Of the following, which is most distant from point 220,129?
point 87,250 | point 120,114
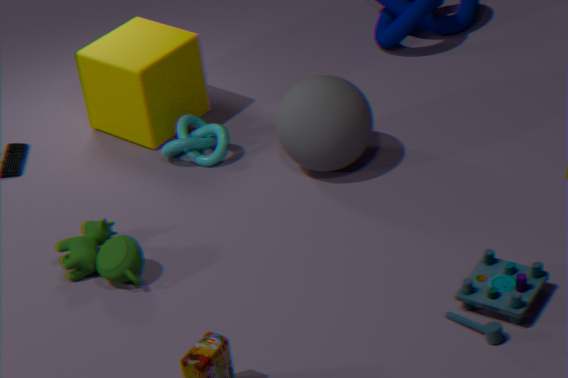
point 87,250
